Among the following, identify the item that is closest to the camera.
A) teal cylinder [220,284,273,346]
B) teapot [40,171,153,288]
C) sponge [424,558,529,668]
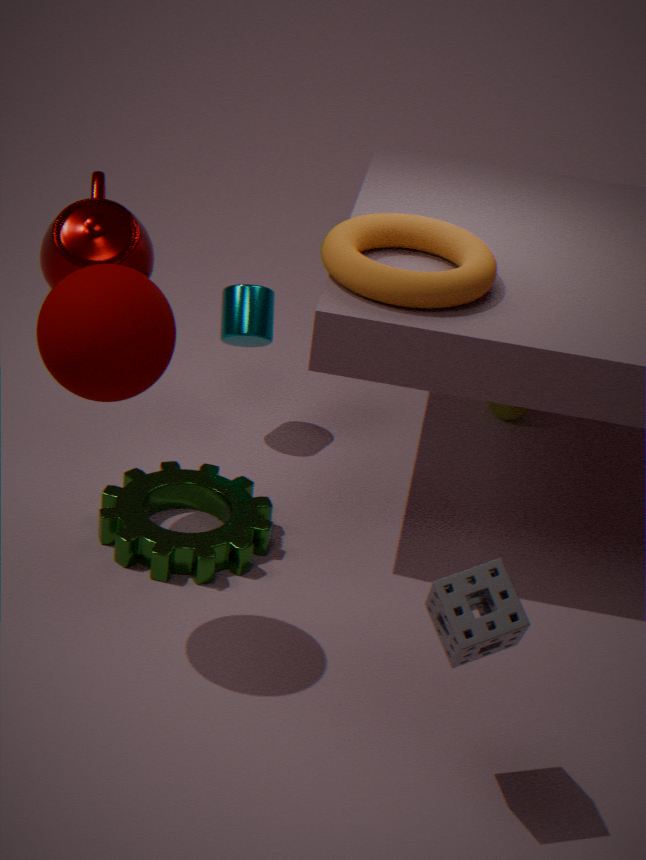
sponge [424,558,529,668]
